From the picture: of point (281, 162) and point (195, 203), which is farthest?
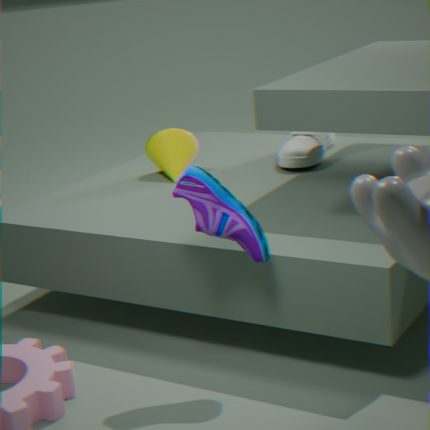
point (281, 162)
